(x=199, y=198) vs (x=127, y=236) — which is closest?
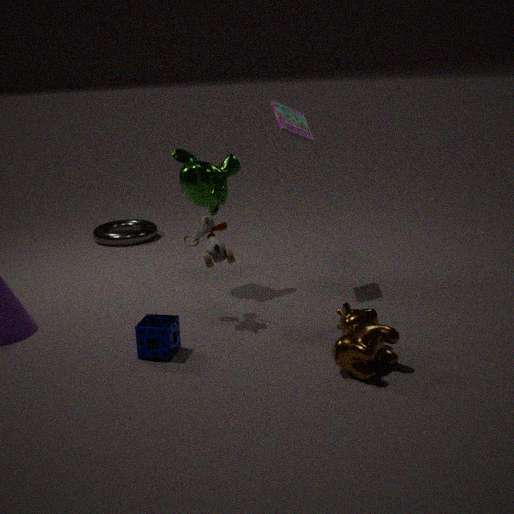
(x=199, y=198)
